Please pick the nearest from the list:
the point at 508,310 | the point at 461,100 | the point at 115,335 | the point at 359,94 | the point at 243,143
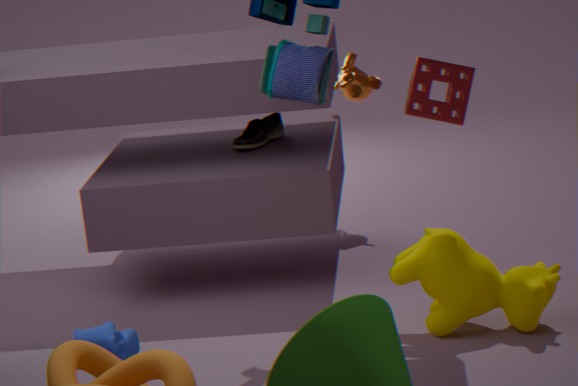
the point at 461,100
